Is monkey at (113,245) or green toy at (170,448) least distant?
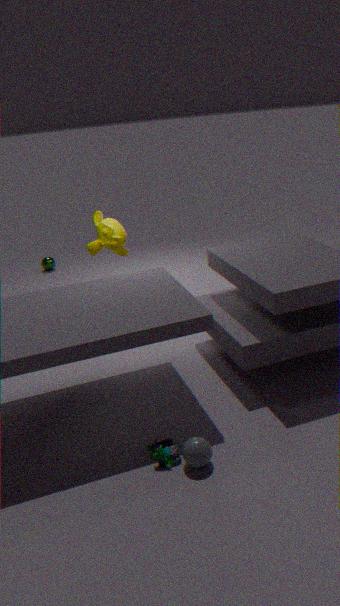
green toy at (170,448)
